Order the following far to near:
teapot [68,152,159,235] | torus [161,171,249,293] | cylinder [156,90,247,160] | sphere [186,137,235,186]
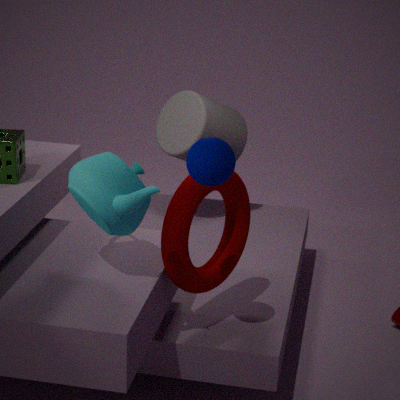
cylinder [156,90,247,160]
torus [161,171,249,293]
teapot [68,152,159,235]
sphere [186,137,235,186]
